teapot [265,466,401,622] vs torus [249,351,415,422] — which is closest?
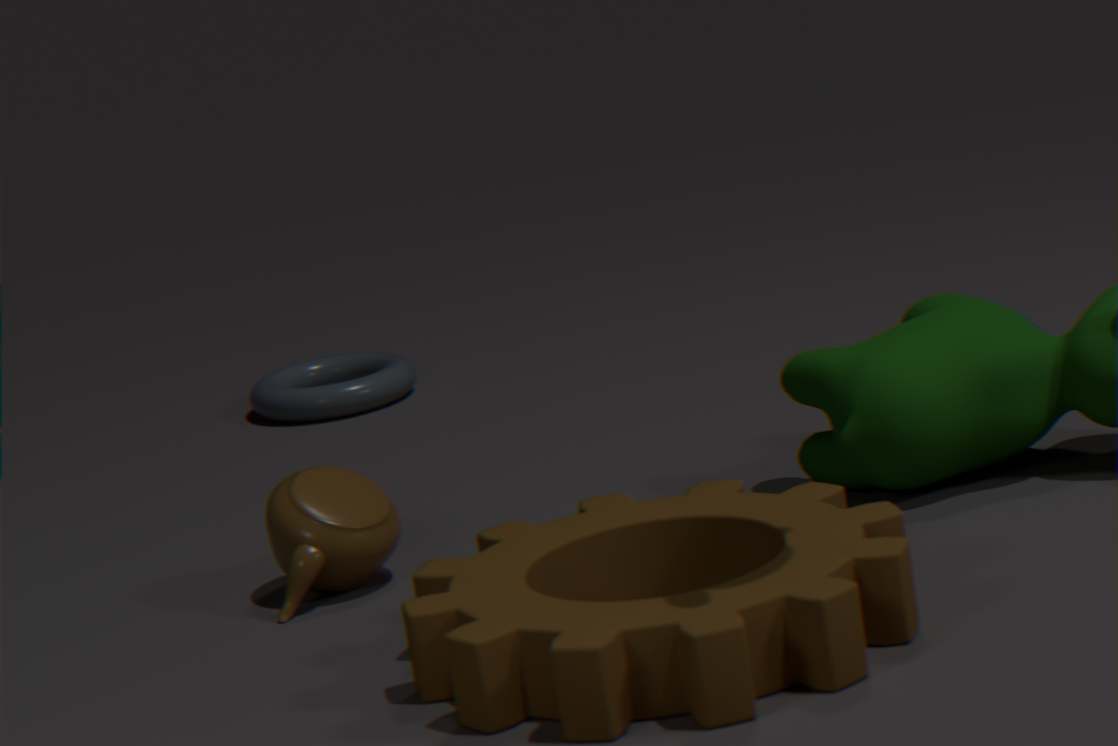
teapot [265,466,401,622]
